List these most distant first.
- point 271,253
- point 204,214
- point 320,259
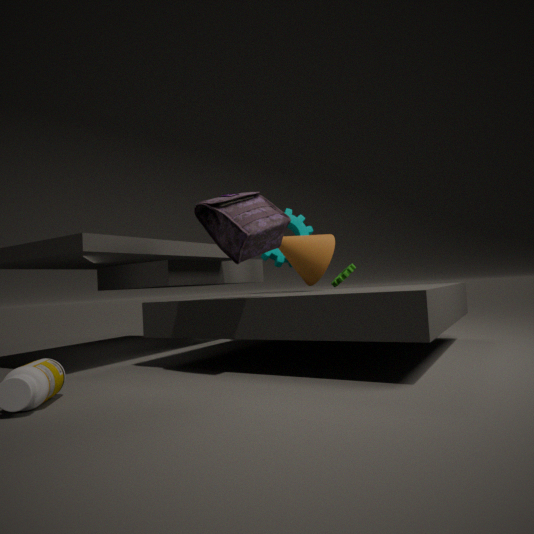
1. point 271,253
2. point 320,259
3. point 204,214
